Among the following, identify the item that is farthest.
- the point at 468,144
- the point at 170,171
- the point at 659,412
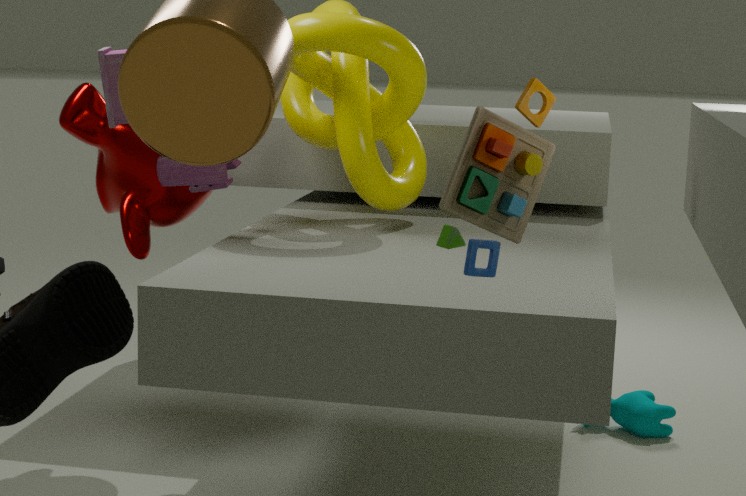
the point at 659,412
